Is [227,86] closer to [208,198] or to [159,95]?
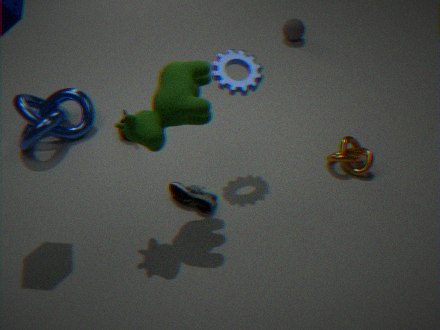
[159,95]
